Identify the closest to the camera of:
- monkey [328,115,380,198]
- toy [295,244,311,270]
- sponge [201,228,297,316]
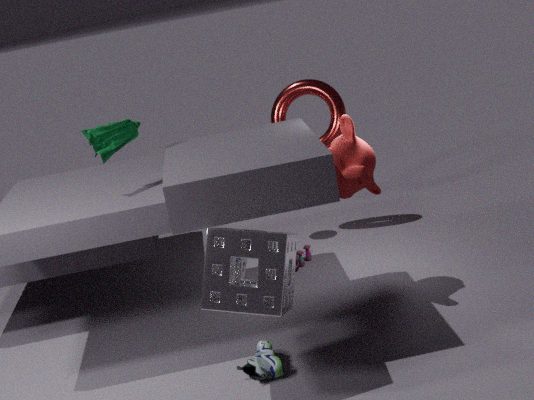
sponge [201,228,297,316]
